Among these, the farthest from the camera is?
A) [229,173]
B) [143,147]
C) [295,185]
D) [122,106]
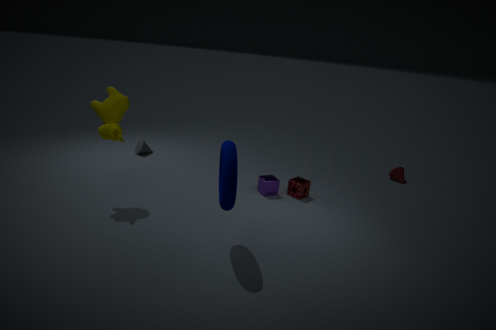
[143,147]
